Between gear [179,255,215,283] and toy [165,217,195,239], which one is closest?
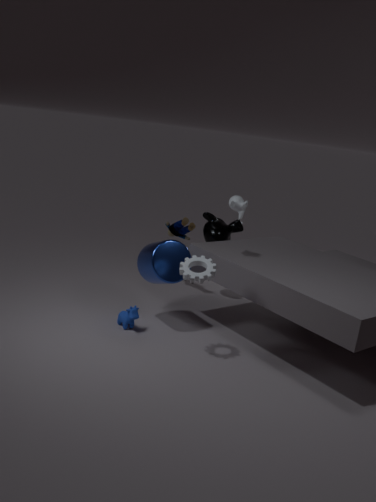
gear [179,255,215,283]
